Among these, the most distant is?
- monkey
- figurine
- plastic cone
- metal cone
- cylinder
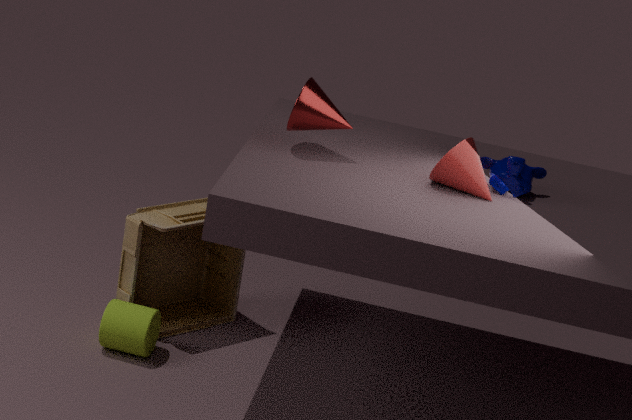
figurine
